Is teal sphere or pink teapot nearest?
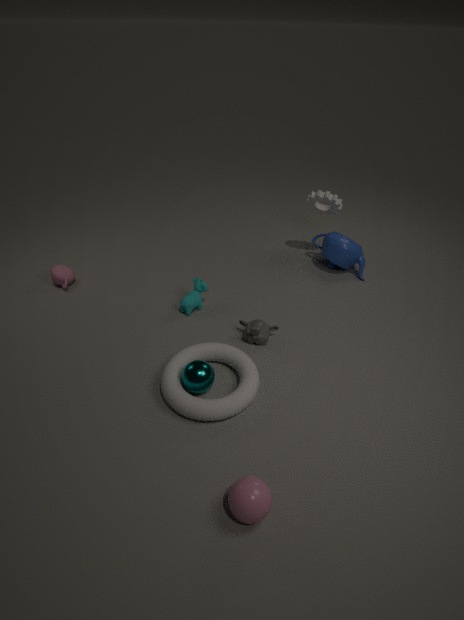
teal sphere
